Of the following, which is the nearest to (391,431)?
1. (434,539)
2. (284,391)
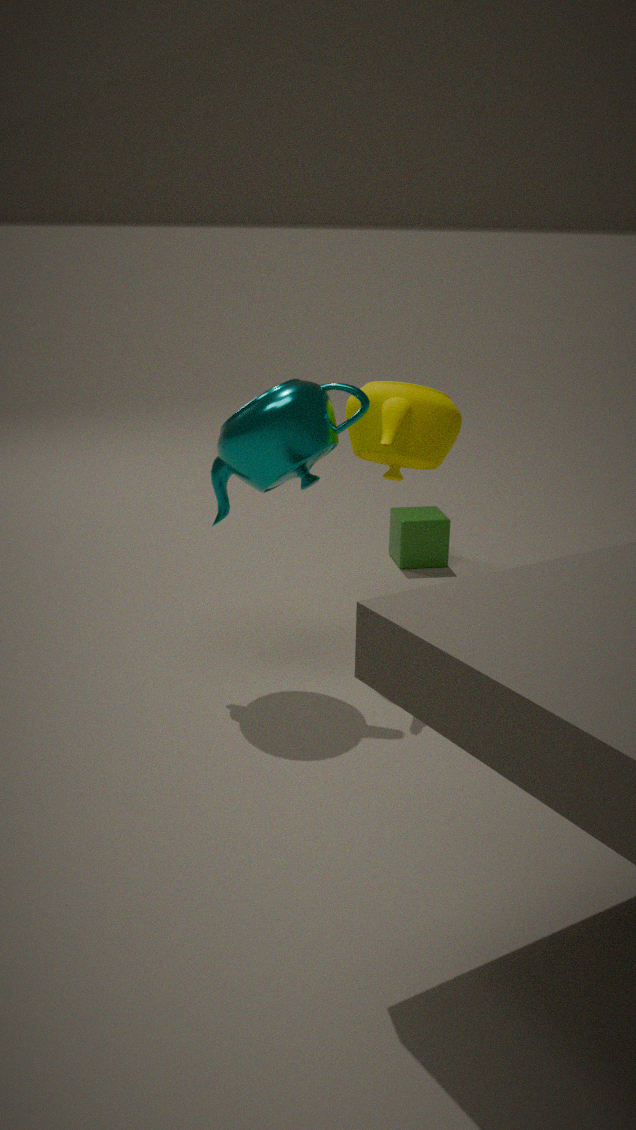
(284,391)
